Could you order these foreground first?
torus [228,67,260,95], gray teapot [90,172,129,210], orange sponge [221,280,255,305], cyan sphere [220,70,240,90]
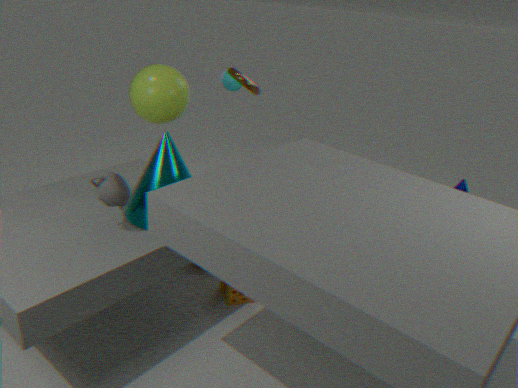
gray teapot [90,172,129,210]
orange sponge [221,280,255,305]
torus [228,67,260,95]
cyan sphere [220,70,240,90]
